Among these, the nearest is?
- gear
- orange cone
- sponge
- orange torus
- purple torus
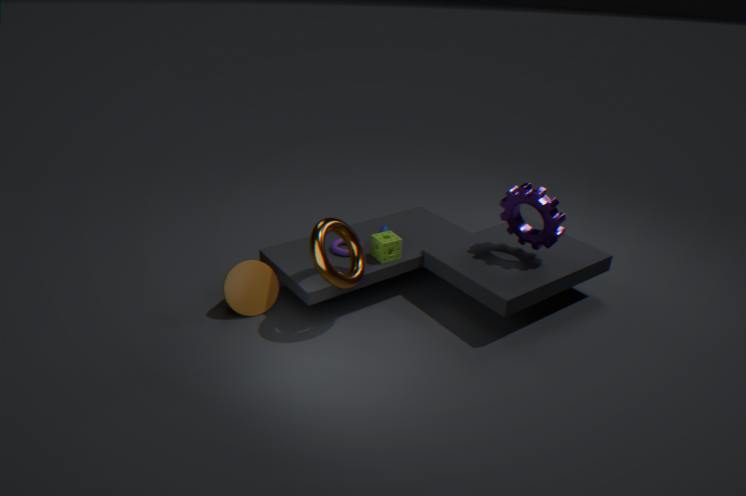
orange torus
